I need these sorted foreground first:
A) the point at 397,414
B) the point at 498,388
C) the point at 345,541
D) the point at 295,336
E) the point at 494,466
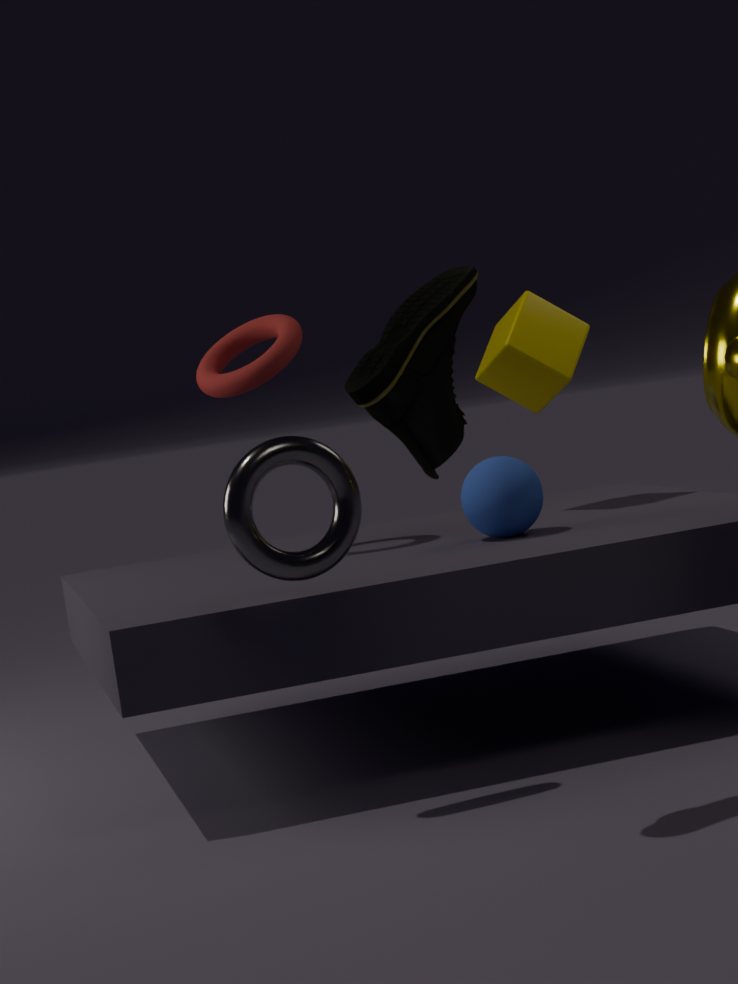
the point at 397,414, the point at 345,541, the point at 494,466, the point at 295,336, the point at 498,388
